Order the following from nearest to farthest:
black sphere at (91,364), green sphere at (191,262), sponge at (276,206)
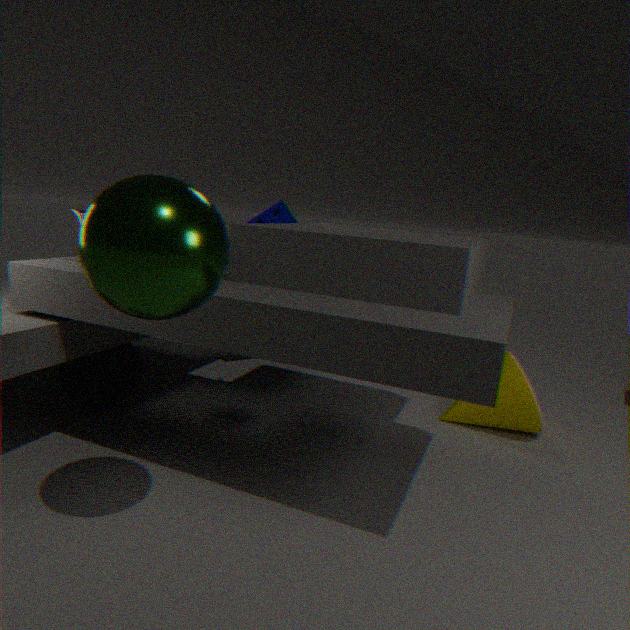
1. green sphere at (191,262)
2. black sphere at (91,364)
3. sponge at (276,206)
